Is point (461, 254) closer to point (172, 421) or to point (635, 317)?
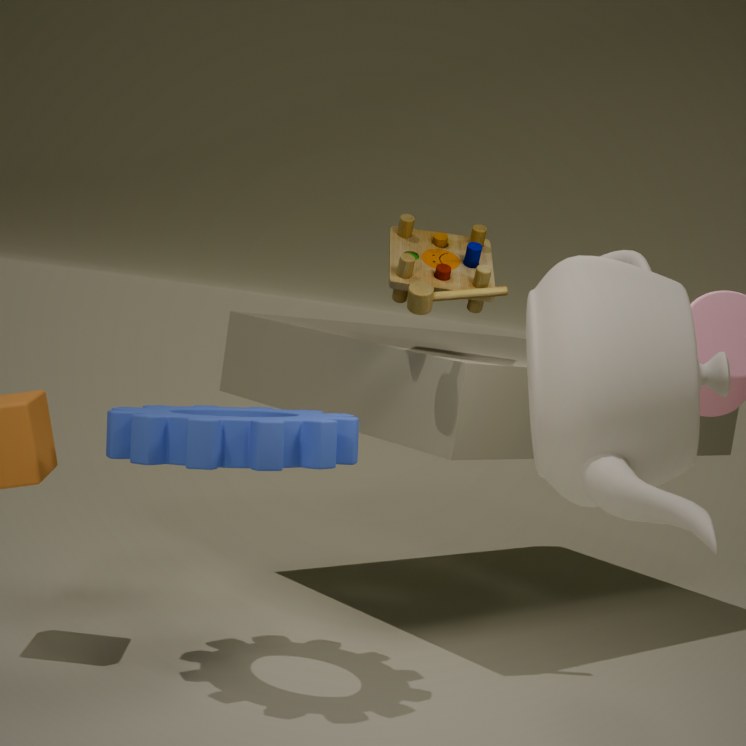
point (172, 421)
